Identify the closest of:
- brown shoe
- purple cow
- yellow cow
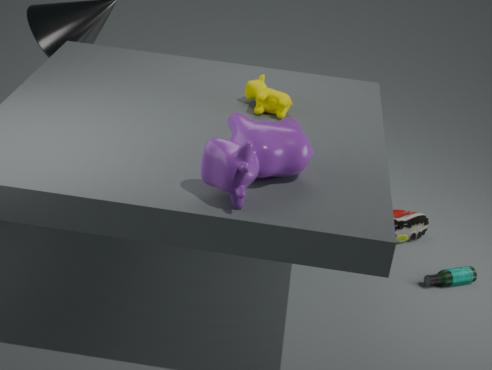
purple cow
